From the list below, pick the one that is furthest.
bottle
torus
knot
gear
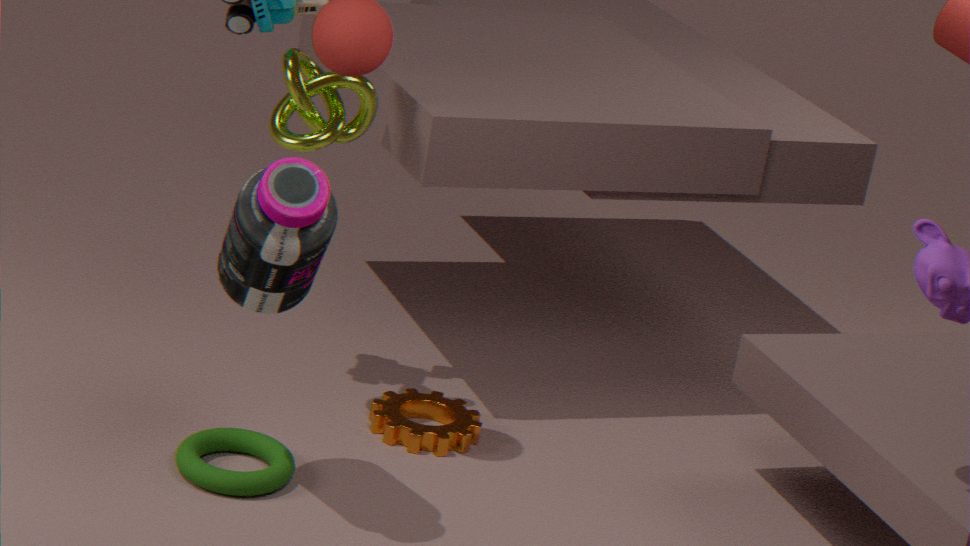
gear
